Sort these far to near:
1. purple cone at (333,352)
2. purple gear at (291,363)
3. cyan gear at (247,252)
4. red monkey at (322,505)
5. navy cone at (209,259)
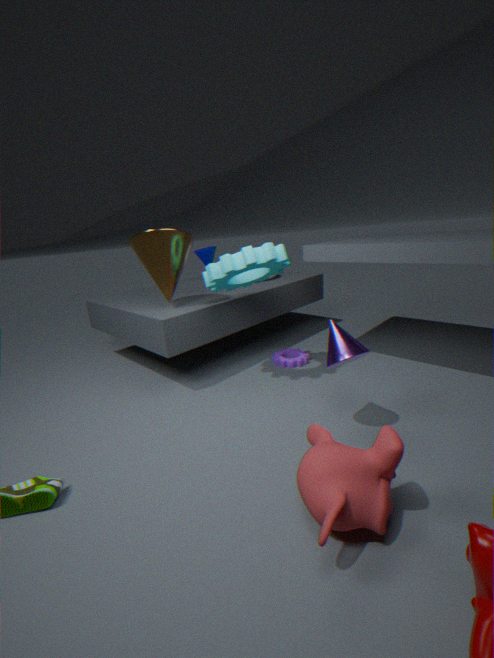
navy cone at (209,259)
purple gear at (291,363)
cyan gear at (247,252)
purple cone at (333,352)
red monkey at (322,505)
